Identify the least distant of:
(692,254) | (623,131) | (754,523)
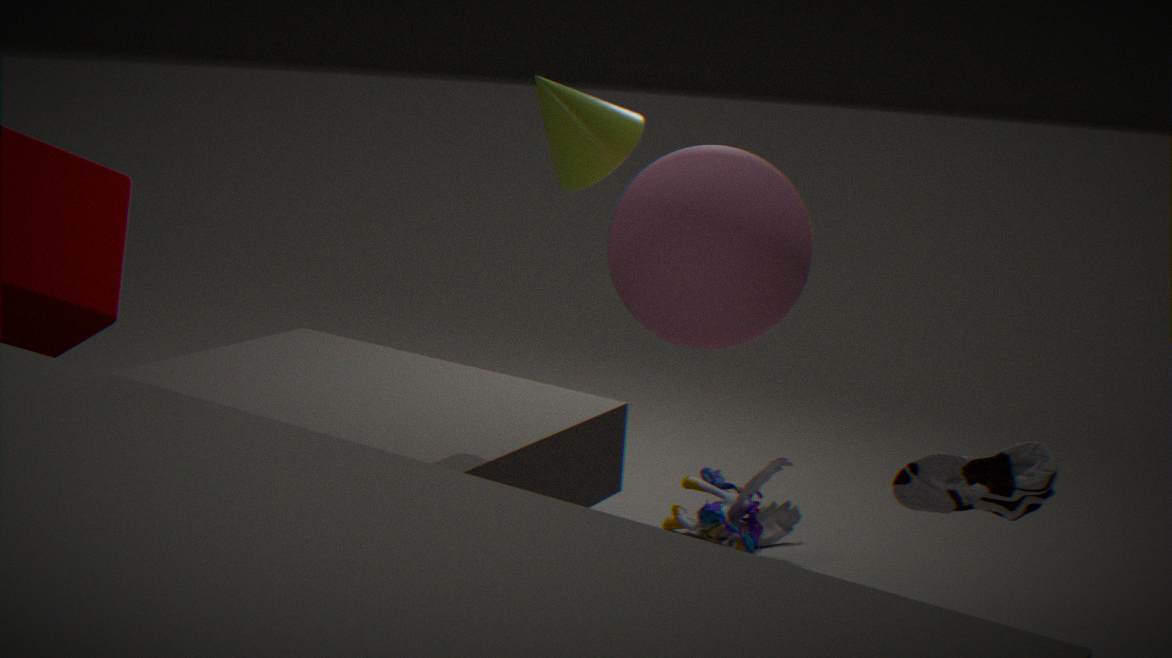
(692,254)
